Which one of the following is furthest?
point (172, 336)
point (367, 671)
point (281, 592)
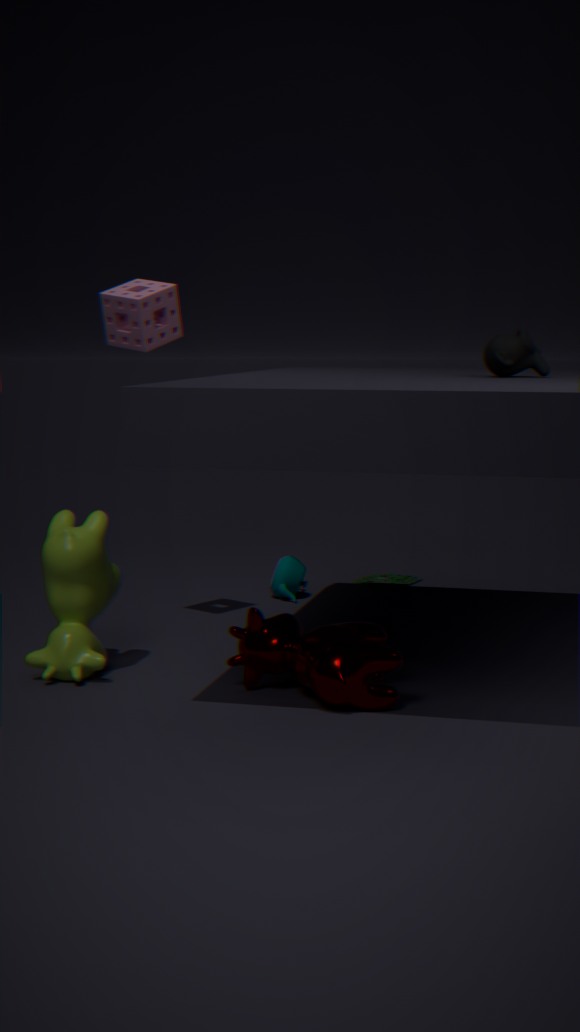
point (281, 592)
